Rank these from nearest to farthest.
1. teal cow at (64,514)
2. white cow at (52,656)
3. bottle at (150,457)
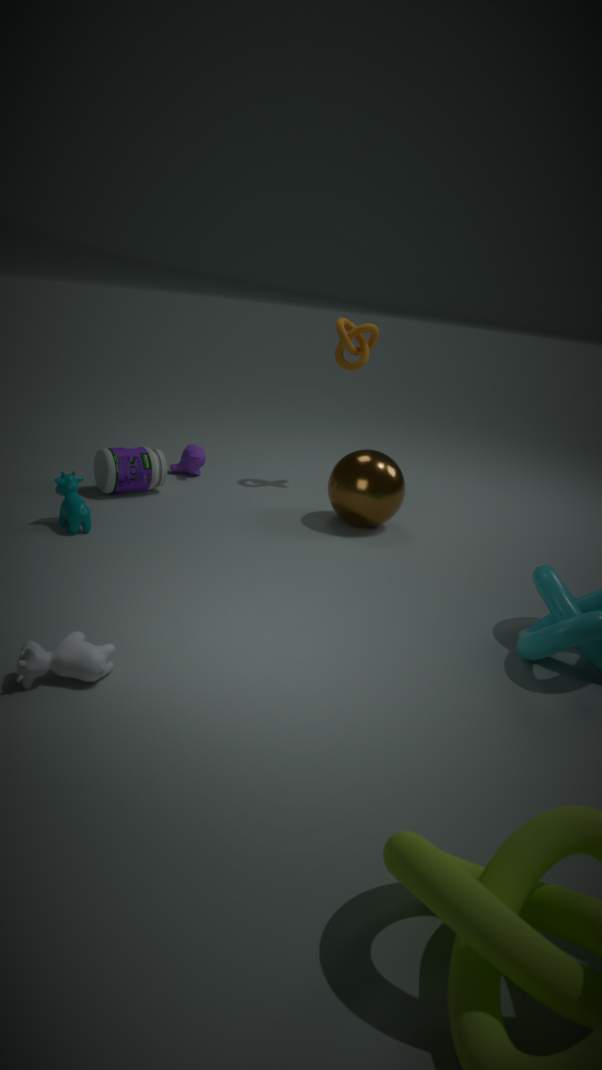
white cow at (52,656)
teal cow at (64,514)
bottle at (150,457)
